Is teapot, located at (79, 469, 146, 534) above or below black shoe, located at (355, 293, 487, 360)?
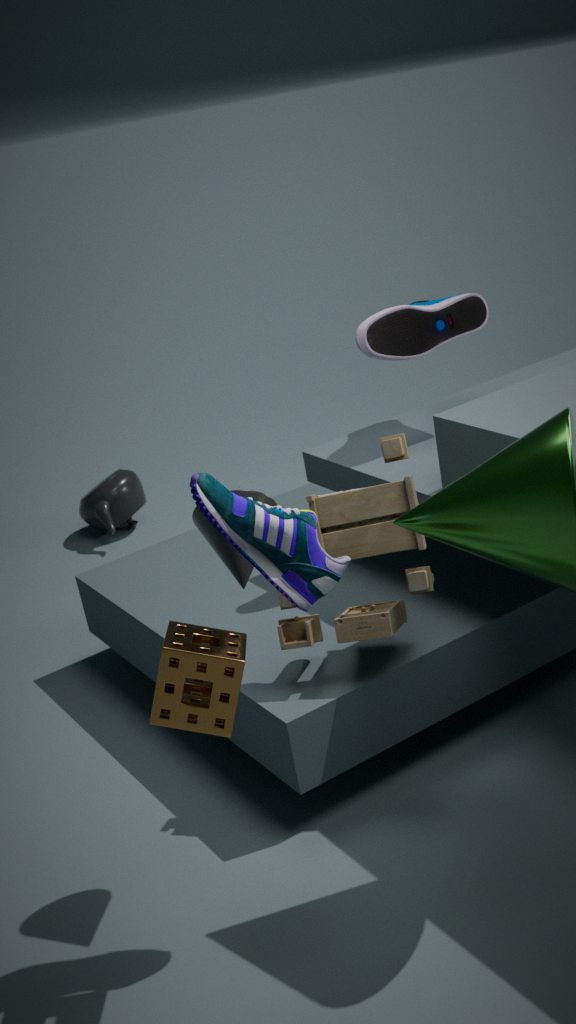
below
